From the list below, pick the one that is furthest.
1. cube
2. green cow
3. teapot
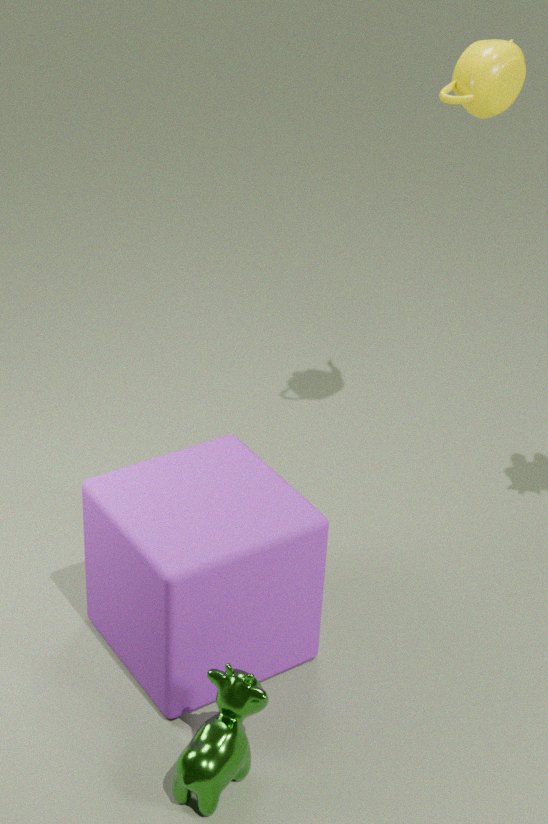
teapot
